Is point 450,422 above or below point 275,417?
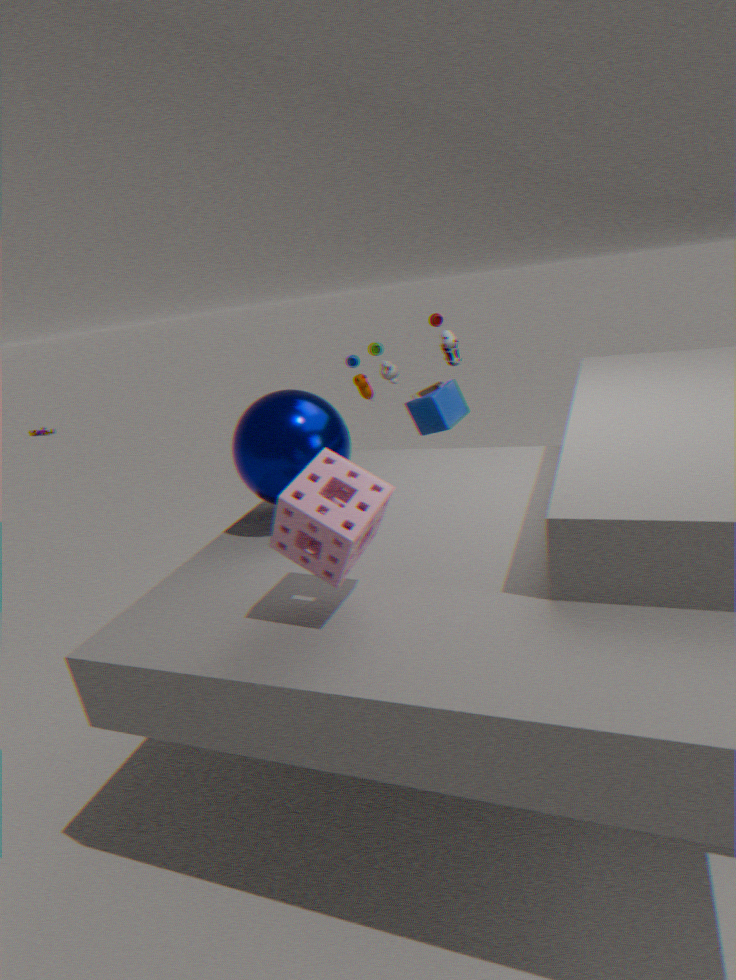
below
